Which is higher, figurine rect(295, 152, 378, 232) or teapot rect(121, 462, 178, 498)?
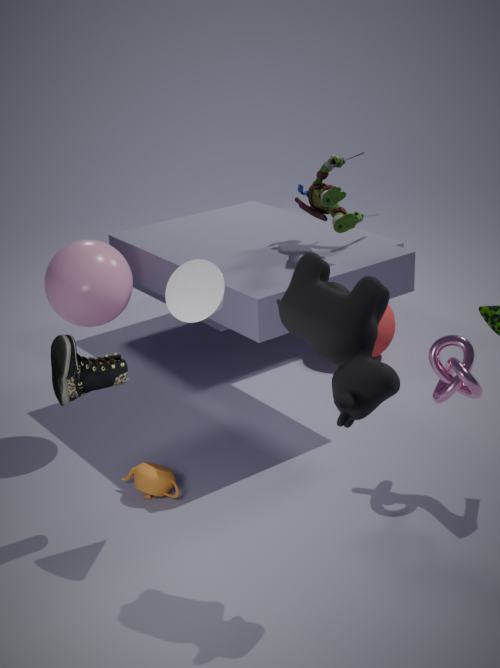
figurine rect(295, 152, 378, 232)
